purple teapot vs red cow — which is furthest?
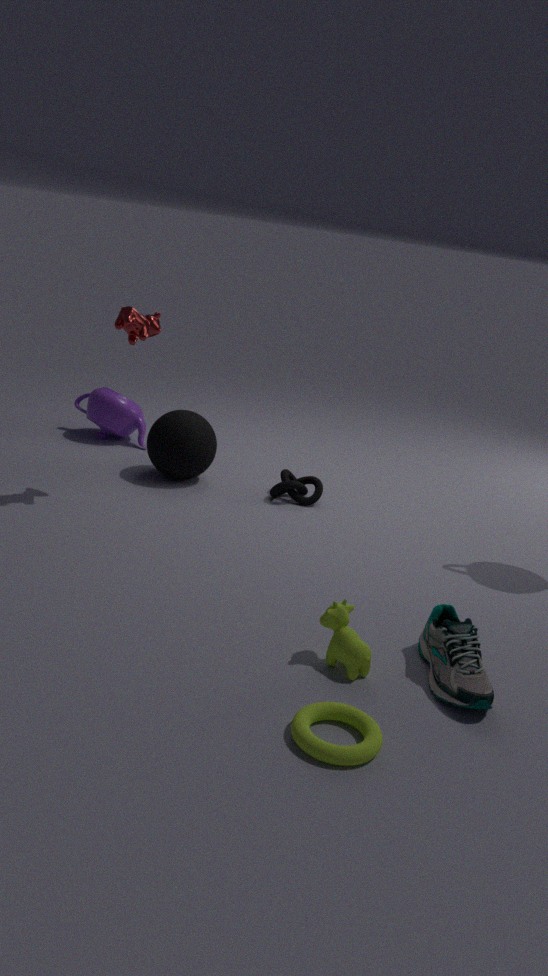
purple teapot
